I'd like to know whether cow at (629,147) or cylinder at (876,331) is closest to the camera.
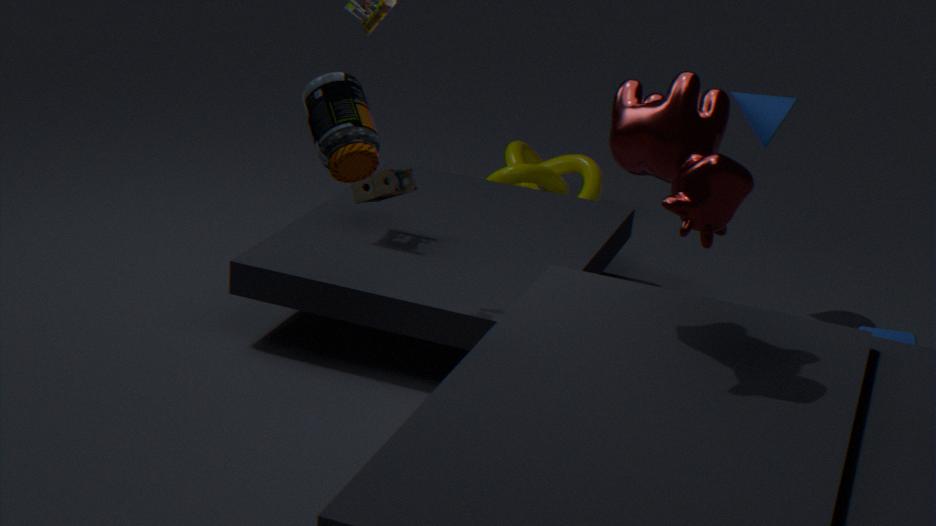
cow at (629,147)
